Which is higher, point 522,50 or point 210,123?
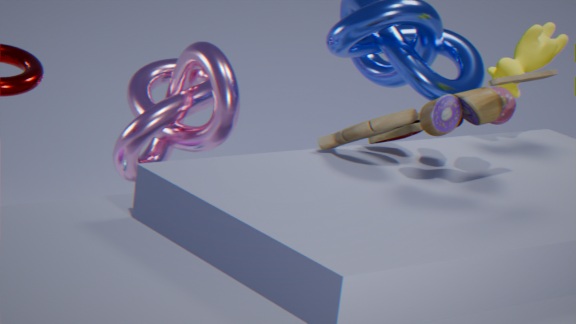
point 522,50
